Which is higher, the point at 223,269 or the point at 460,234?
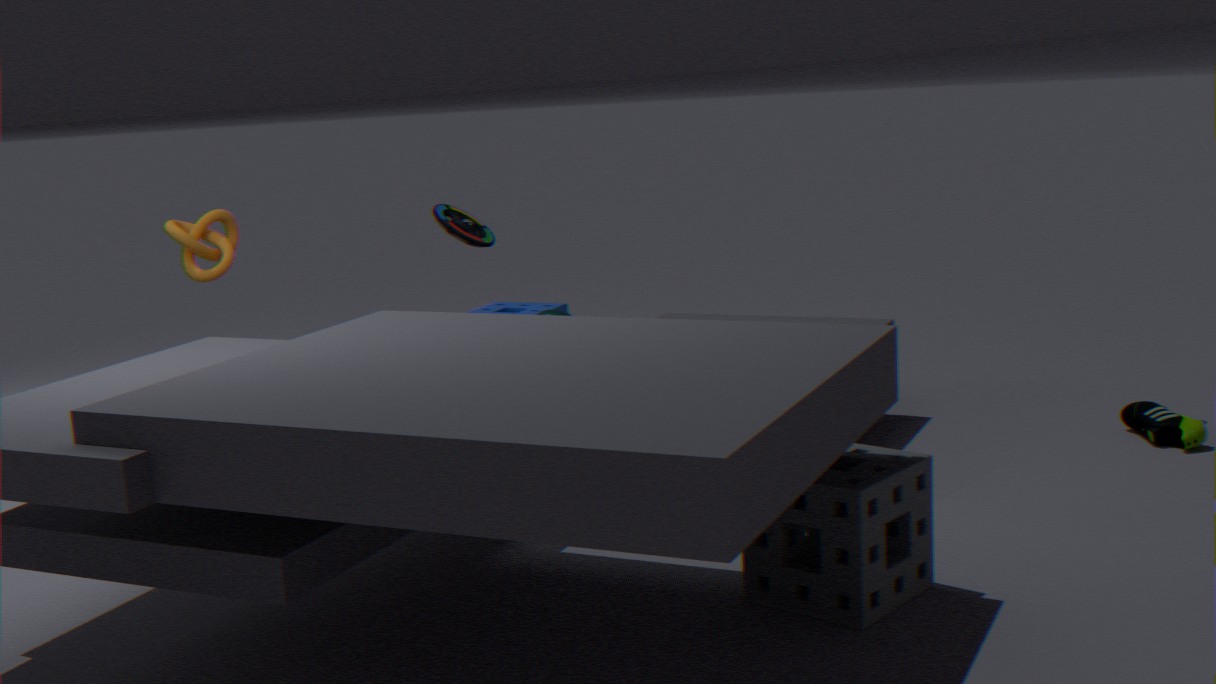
the point at 223,269
